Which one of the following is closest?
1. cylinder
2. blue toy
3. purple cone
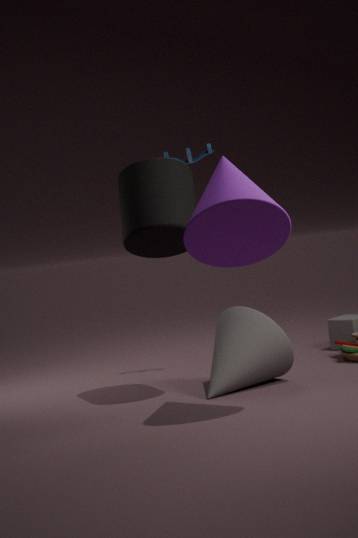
purple cone
